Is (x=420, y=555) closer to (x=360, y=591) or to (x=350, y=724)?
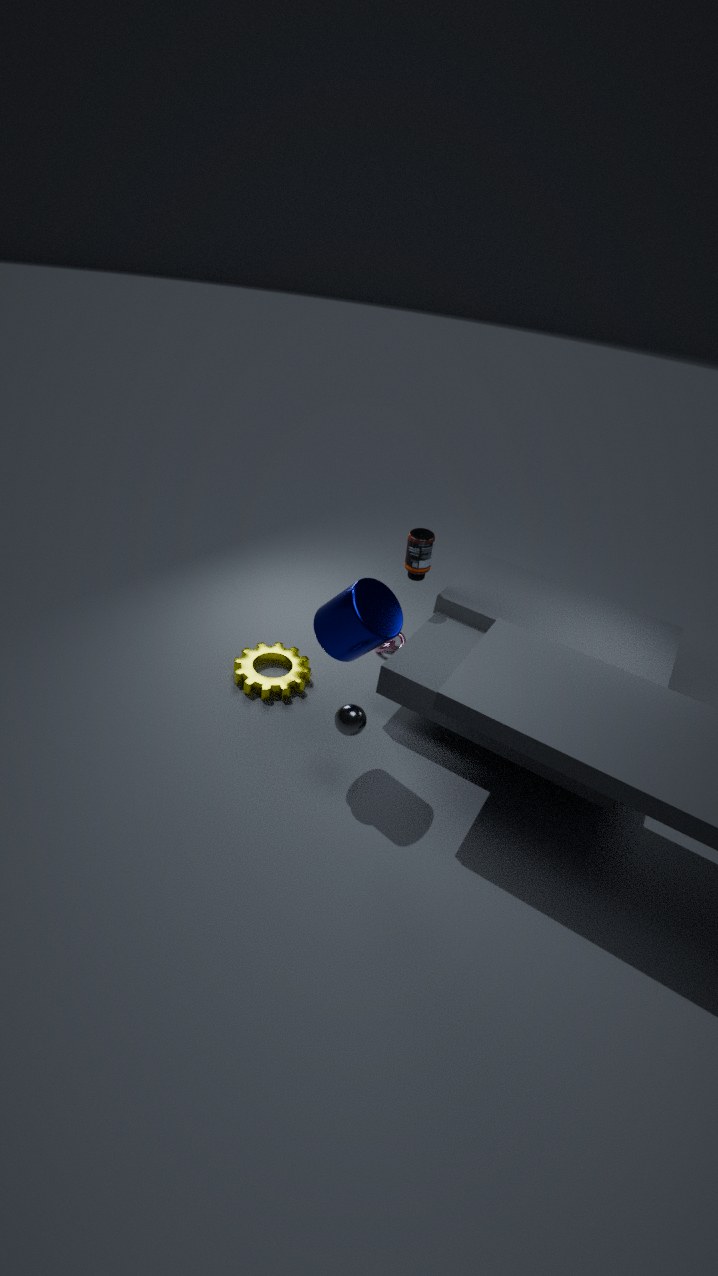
(x=360, y=591)
